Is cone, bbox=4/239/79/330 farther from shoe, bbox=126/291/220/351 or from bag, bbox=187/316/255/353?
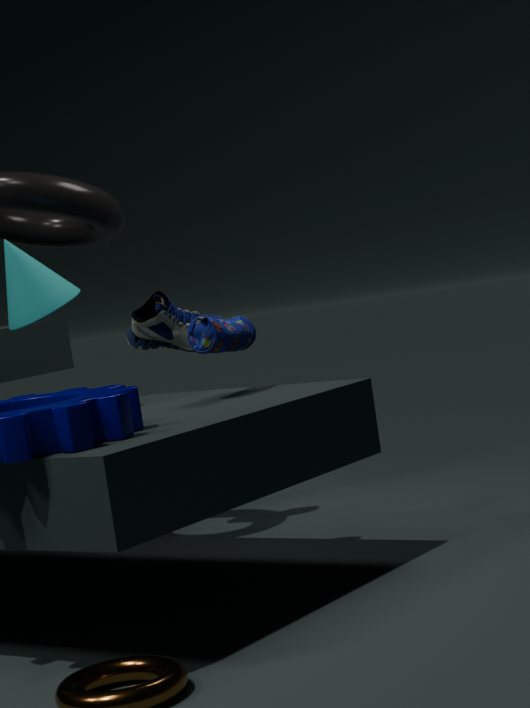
shoe, bbox=126/291/220/351
